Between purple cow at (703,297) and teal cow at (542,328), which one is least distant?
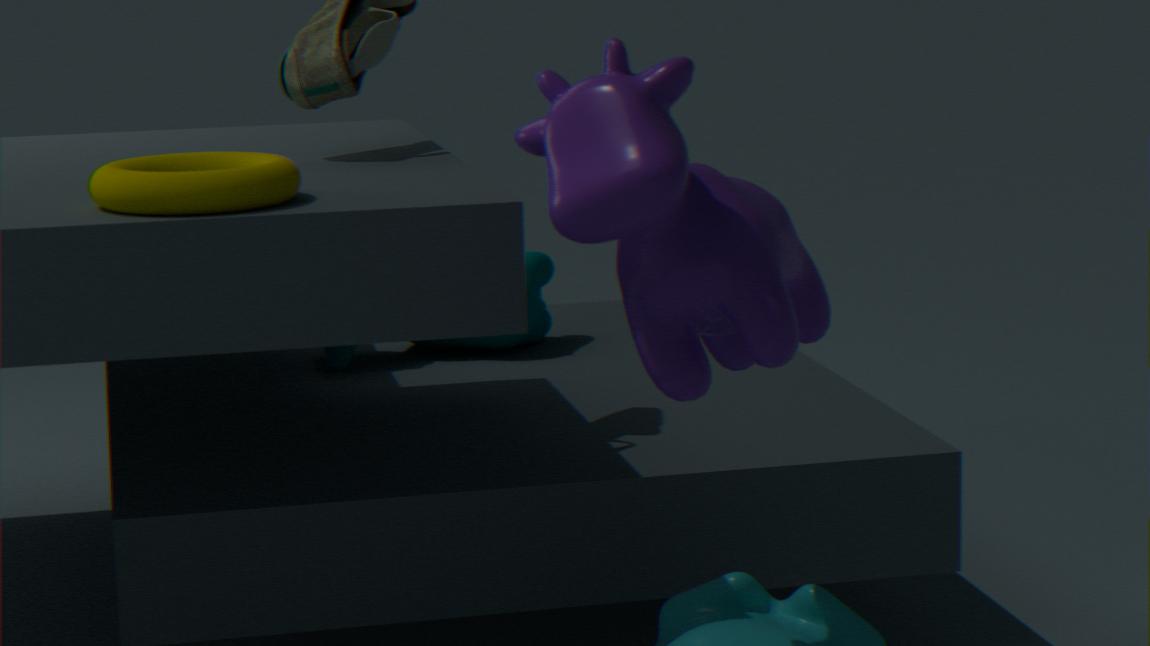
purple cow at (703,297)
